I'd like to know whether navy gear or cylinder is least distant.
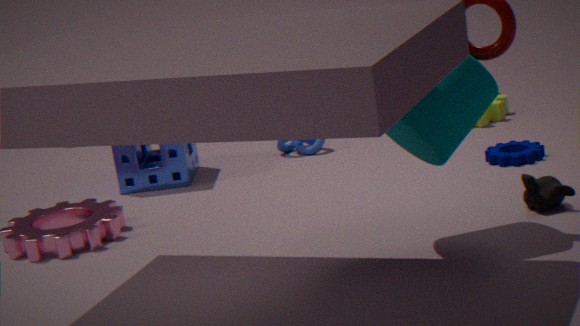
cylinder
